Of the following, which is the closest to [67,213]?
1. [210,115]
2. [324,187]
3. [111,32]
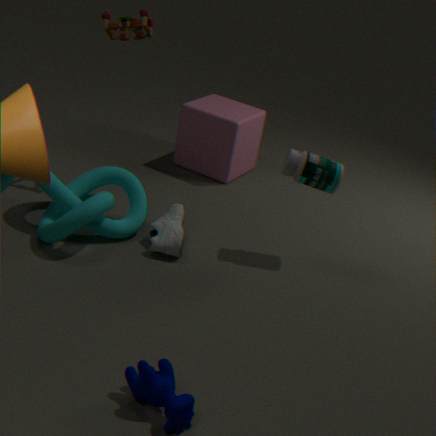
[111,32]
